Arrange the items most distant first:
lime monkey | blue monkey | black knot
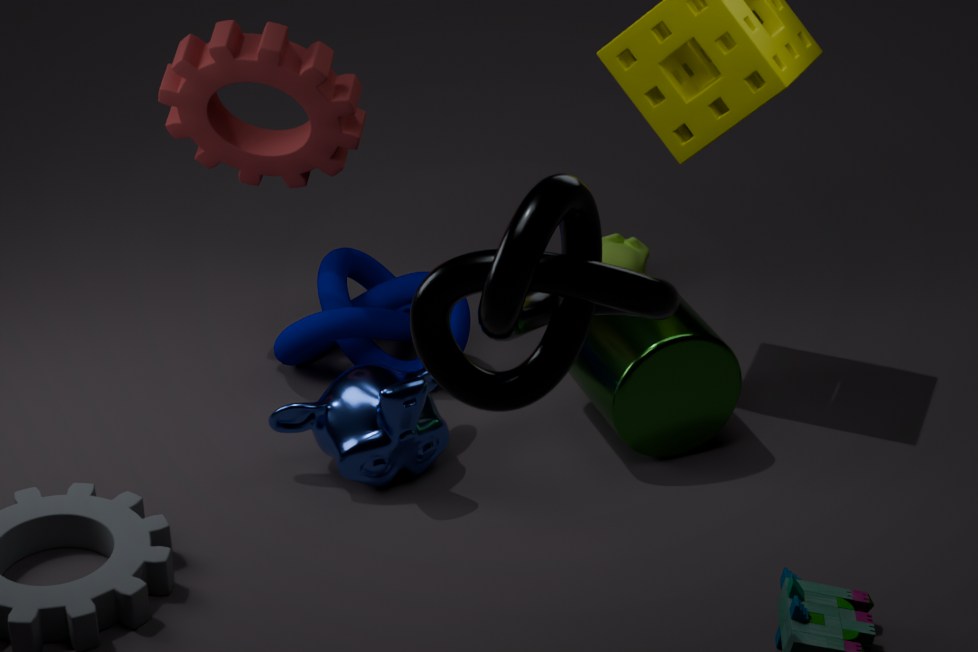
1. lime monkey
2. blue monkey
3. black knot
